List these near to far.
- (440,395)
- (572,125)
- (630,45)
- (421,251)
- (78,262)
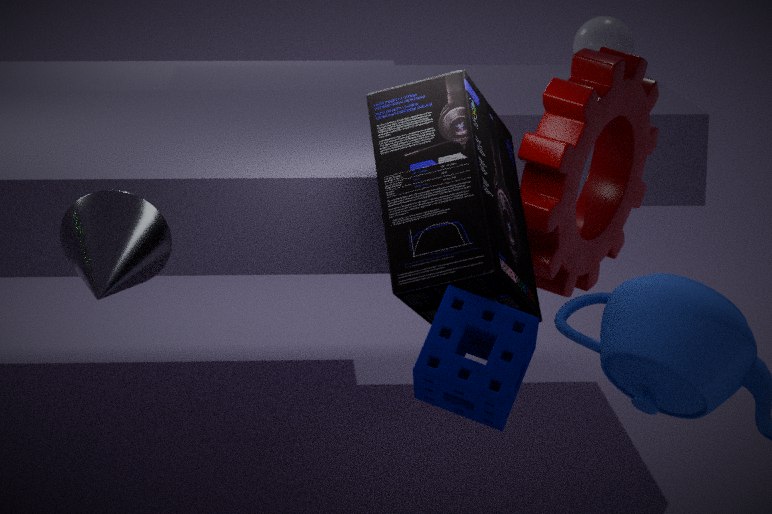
(440,395) → (78,262) → (421,251) → (572,125) → (630,45)
